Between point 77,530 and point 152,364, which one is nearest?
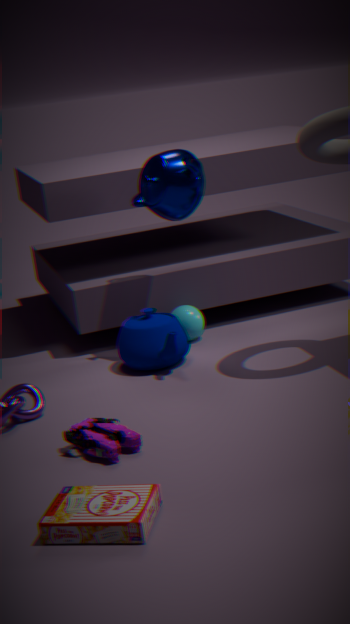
point 77,530
